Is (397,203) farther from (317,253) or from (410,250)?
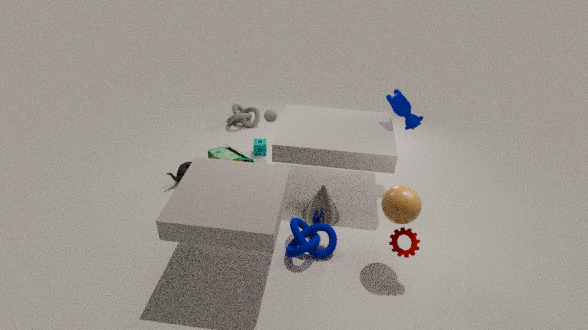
(317,253)
